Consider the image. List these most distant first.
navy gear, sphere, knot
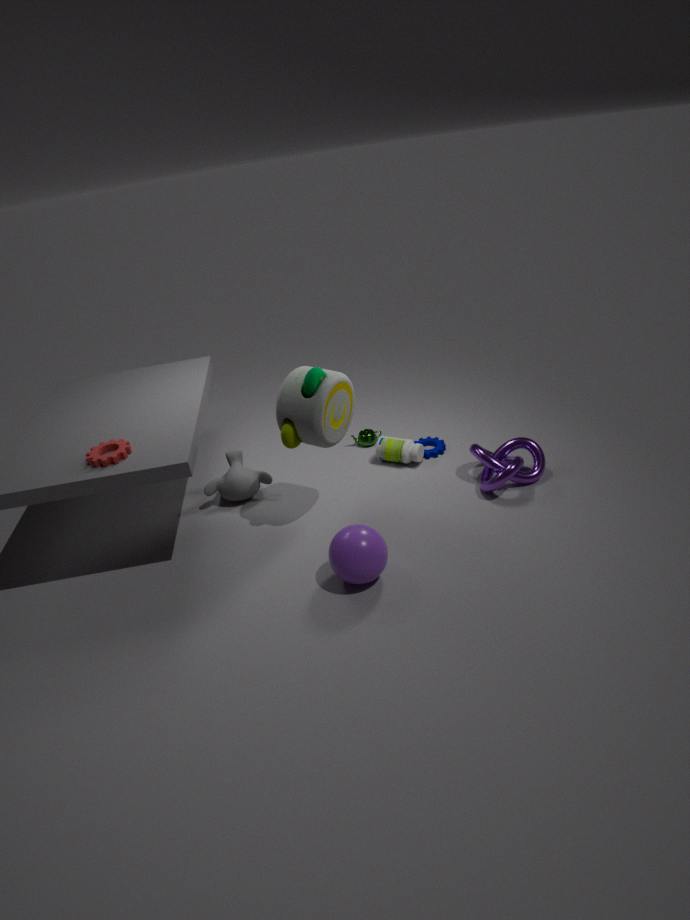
navy gear, knot, sphere
